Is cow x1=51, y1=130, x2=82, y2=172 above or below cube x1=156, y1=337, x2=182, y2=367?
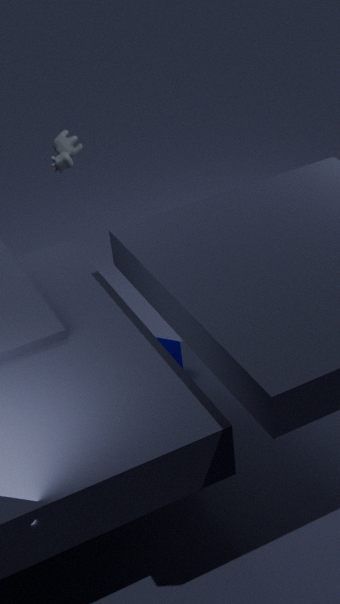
above
